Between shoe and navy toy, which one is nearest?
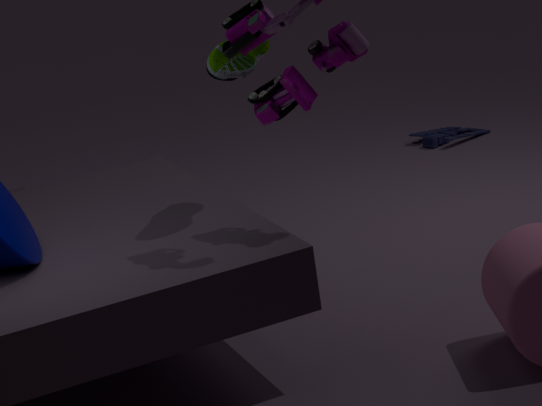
shoe
